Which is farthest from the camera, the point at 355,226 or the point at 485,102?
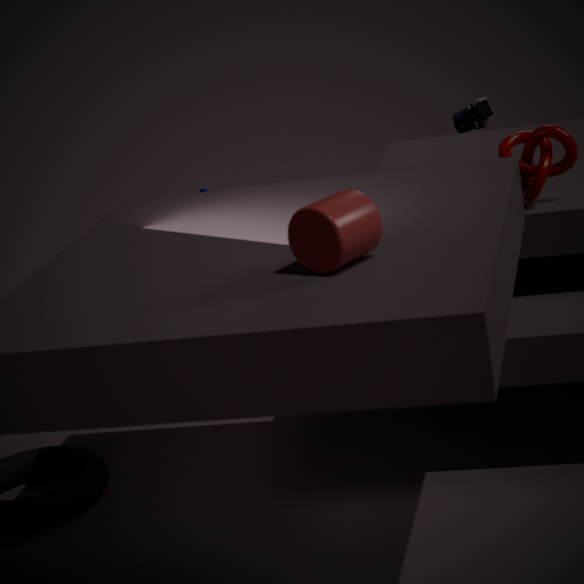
the point at 485,102
